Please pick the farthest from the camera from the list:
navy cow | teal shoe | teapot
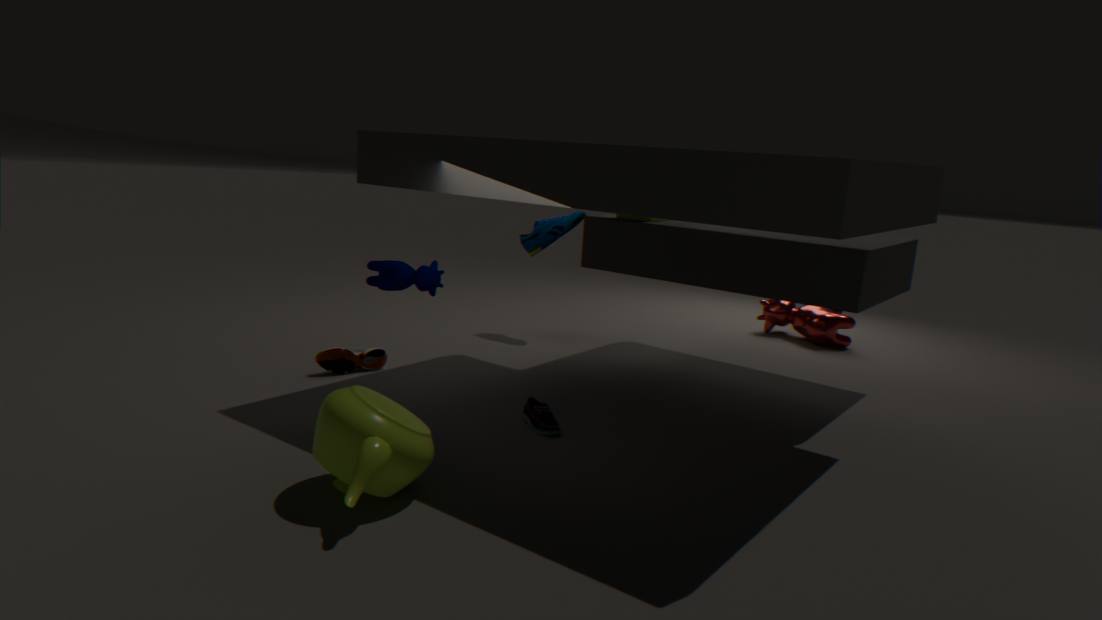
teal shoe
